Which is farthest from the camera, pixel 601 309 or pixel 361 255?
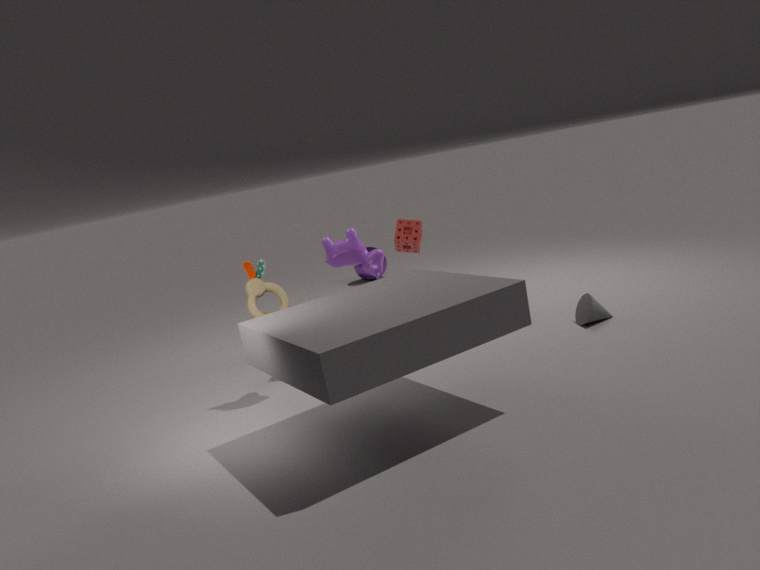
pixel 361 255
